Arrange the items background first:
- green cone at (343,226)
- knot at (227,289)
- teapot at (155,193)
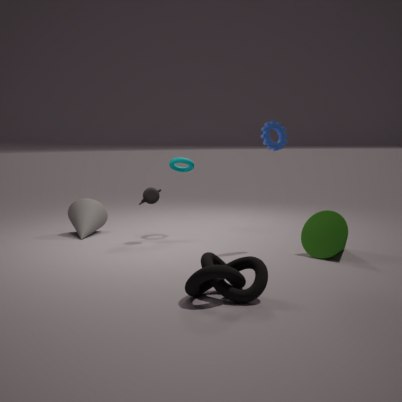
teapot at (155,193) → green cone at (343,226) → knot at (227,289)
